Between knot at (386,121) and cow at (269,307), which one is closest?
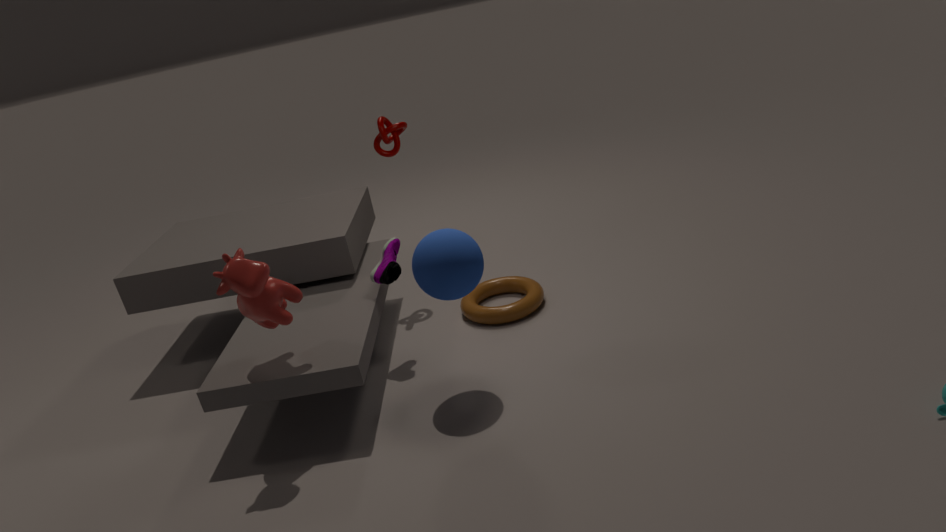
cow at (269,307)
